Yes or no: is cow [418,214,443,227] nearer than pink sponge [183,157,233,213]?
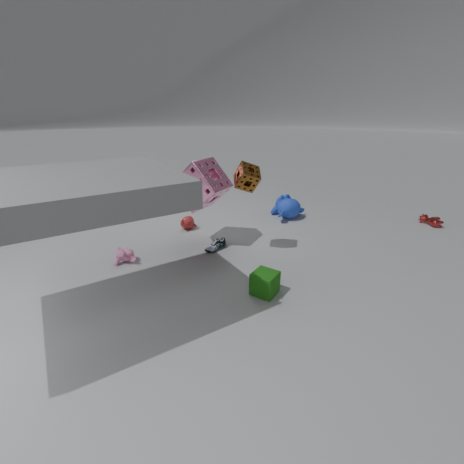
No
